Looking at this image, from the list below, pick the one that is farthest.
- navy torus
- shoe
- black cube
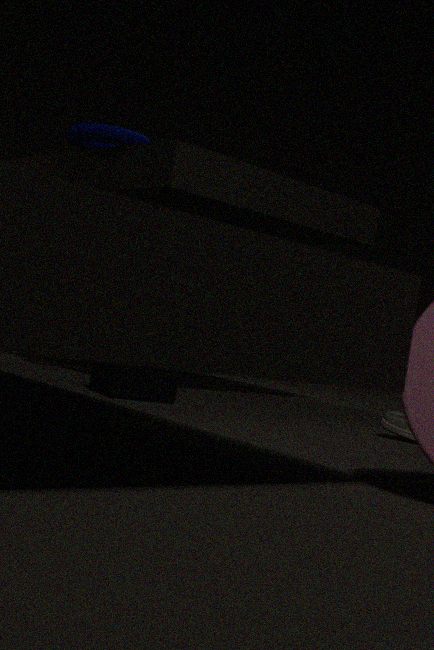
navy torus
